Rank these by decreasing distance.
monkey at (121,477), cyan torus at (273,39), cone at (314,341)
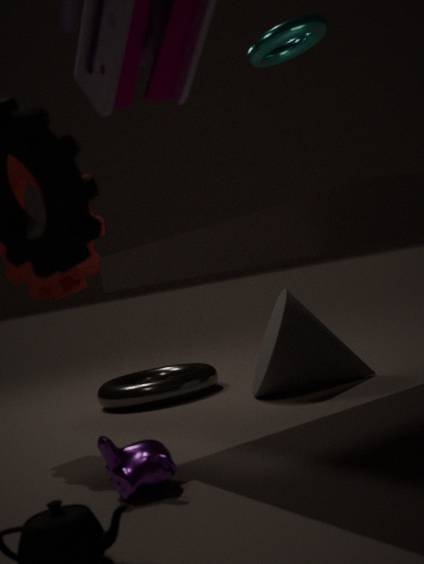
cone at (314,341) < cyan torus at (273,39) < monkey at (121,477)
